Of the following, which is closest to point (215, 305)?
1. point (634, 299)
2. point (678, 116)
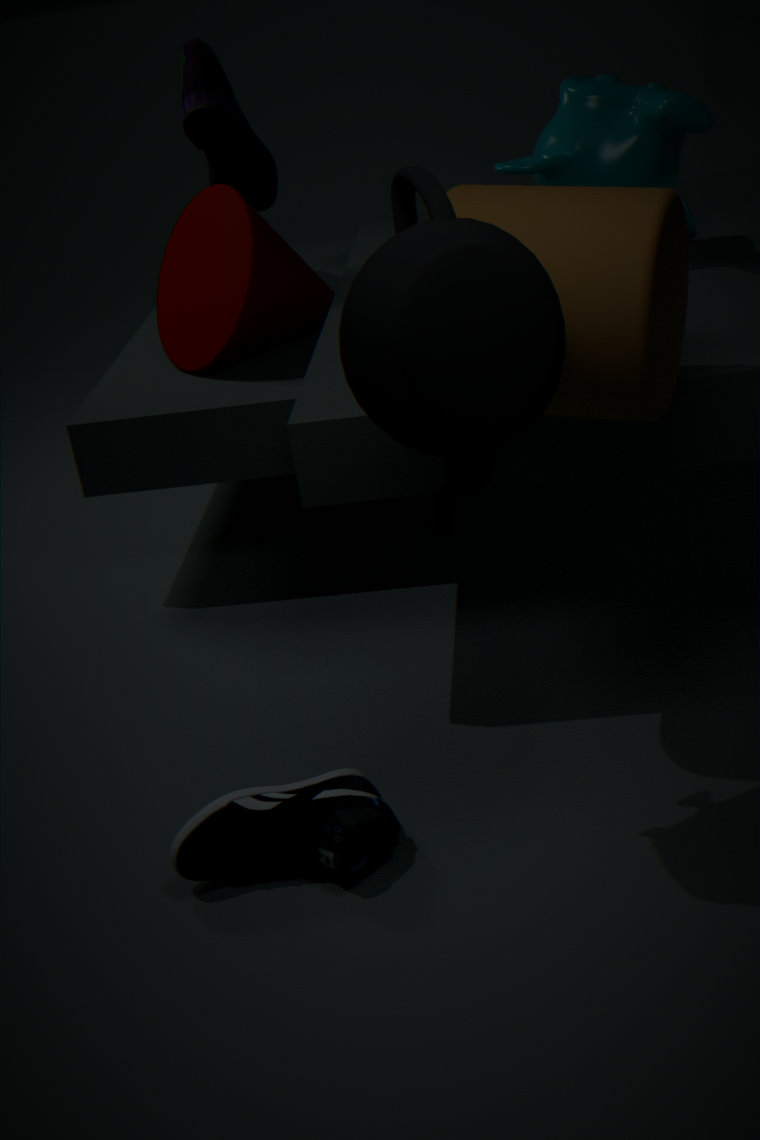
point (678, 116)
